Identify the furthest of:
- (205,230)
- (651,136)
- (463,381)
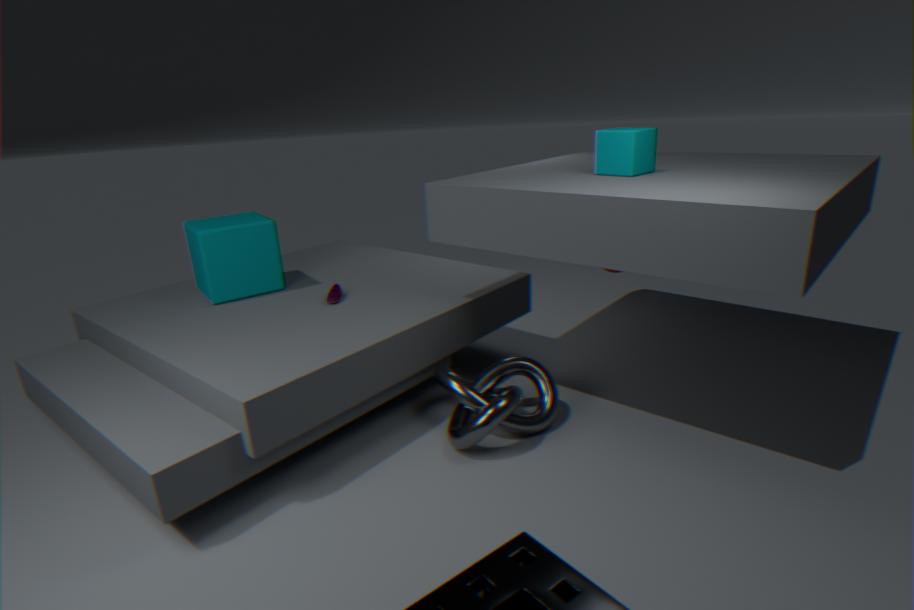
(205,230)
